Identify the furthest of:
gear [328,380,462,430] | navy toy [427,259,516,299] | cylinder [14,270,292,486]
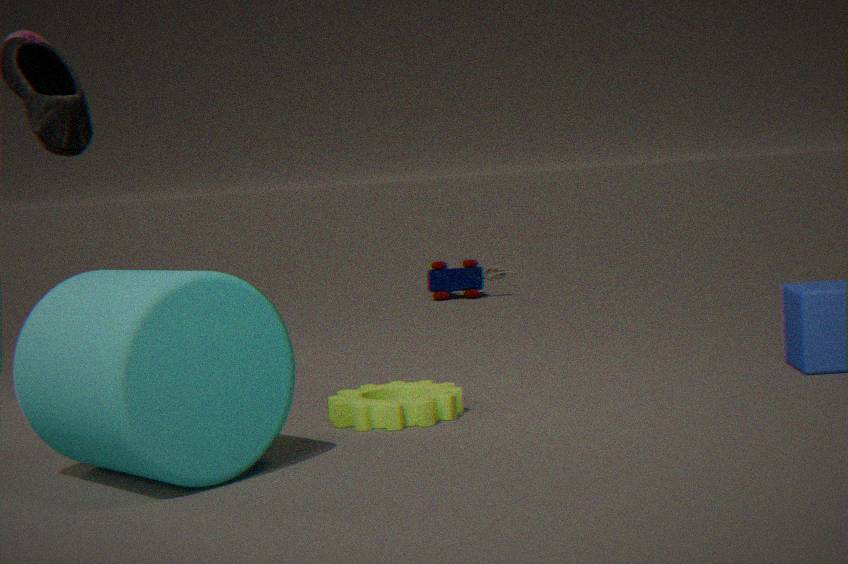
navy toy [427,259,516,299]
